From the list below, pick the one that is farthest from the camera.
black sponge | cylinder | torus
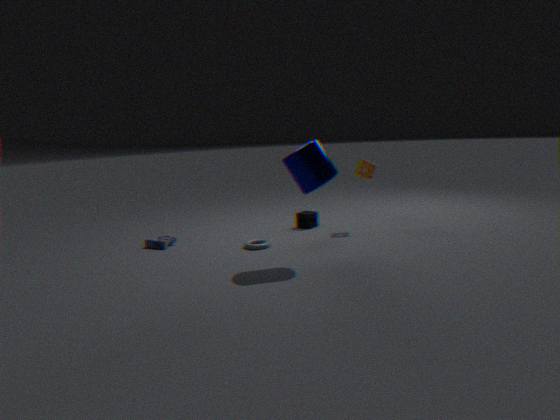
black sponge
